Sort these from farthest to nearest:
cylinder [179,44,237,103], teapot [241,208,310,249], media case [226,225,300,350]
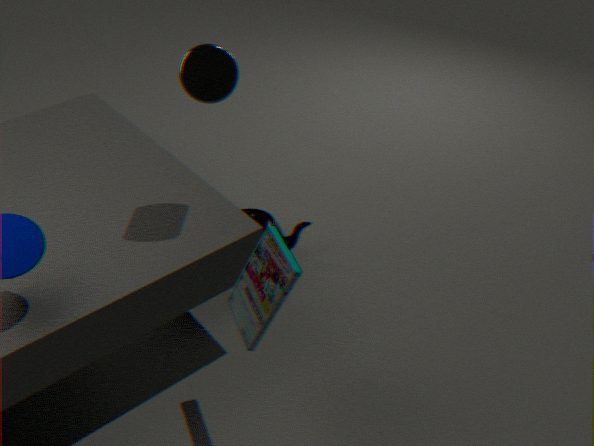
teapot [241,208,310,249] < cylinder [179,44,237,103] < media case [226,225,300,350]
